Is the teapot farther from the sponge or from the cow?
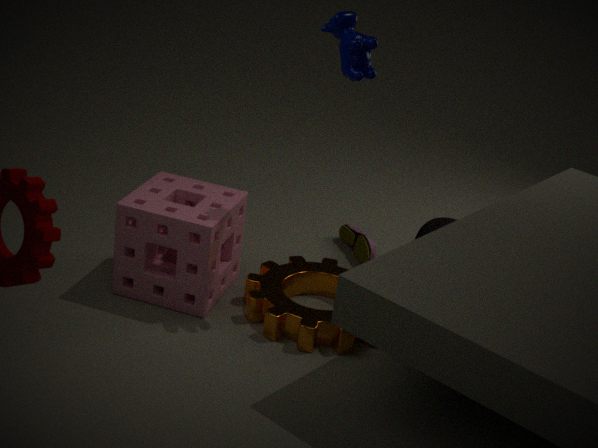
the cow
